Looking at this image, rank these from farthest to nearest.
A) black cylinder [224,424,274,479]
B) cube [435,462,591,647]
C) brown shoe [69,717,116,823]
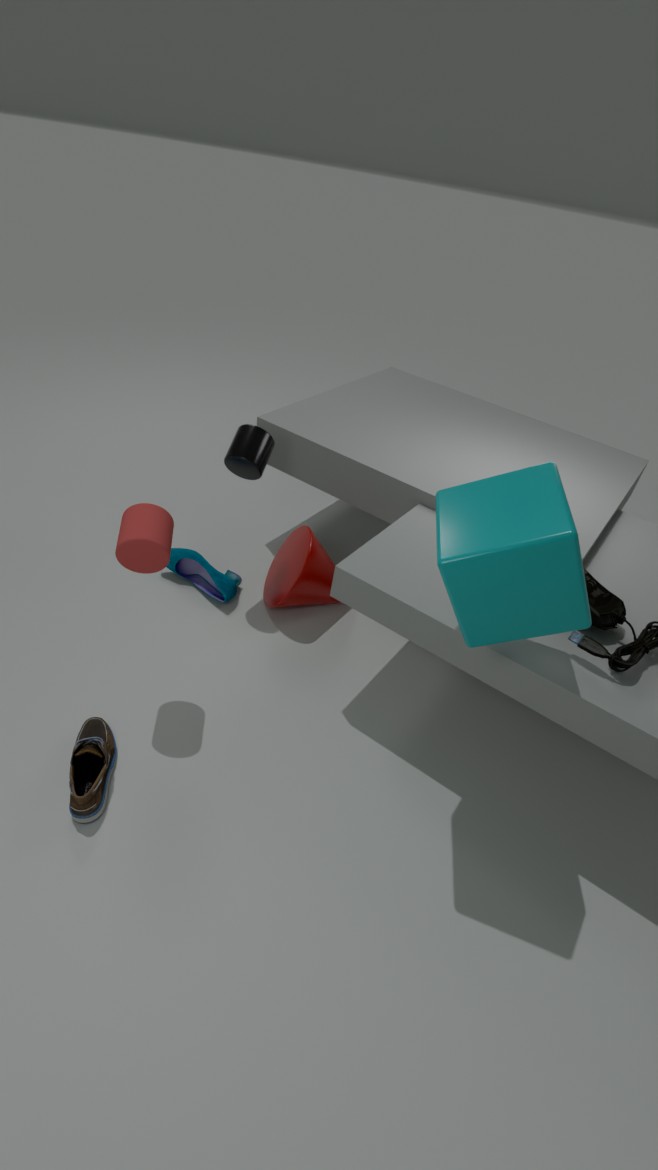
1. black cylinder [224,424,274,479]
2. brown shoe [69,717,116,823]
3. cube [435,462,591,647]
